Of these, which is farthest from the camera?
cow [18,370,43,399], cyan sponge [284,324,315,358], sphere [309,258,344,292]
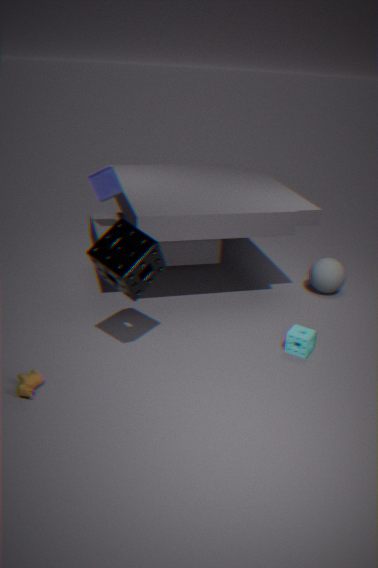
sphere [309,258,344,292]
